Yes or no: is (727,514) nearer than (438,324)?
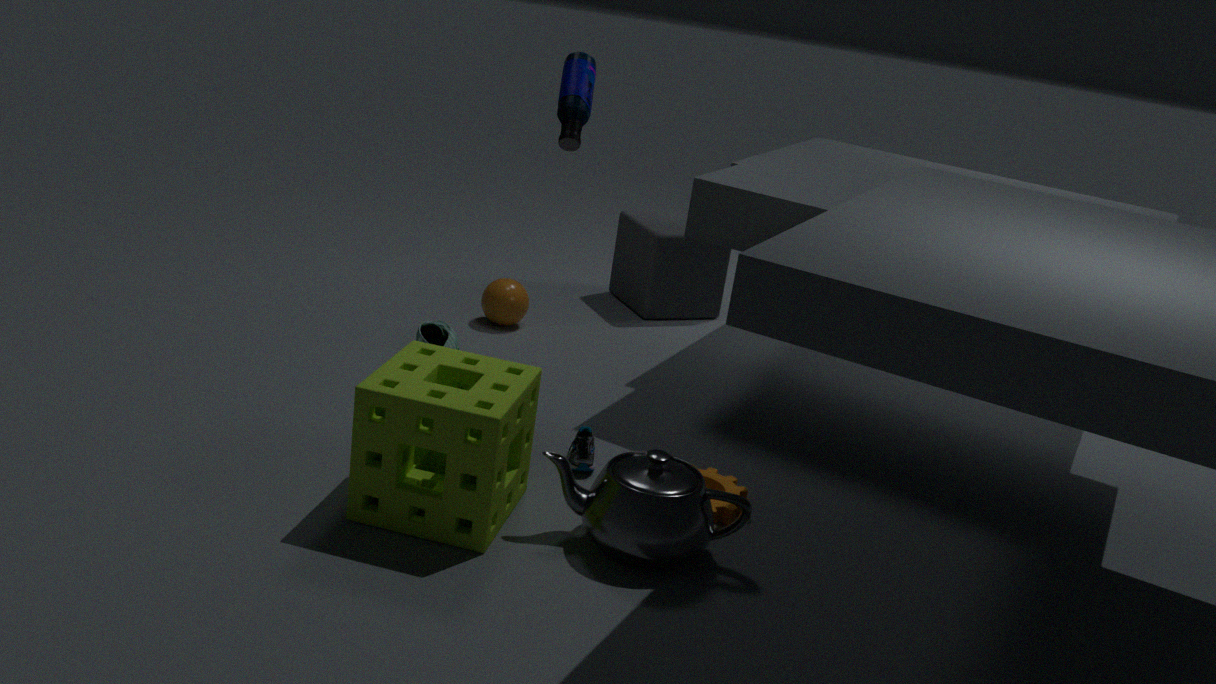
A: Yes
